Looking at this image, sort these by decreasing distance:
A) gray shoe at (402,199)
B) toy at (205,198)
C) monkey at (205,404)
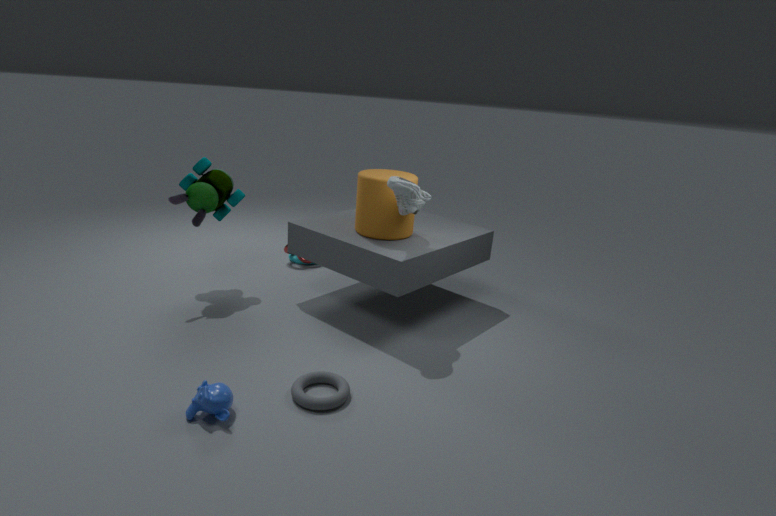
toy at (205,198) → gray shoe at (402,199) → monkey at (205,404)
